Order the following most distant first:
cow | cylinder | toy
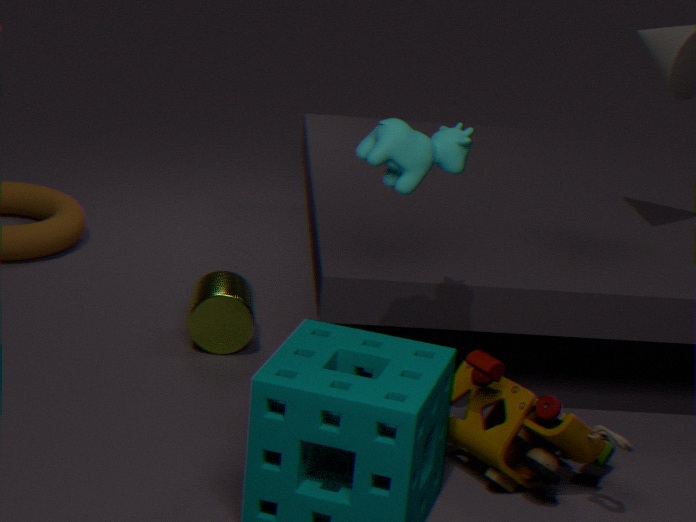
cylinder → toy → cow
